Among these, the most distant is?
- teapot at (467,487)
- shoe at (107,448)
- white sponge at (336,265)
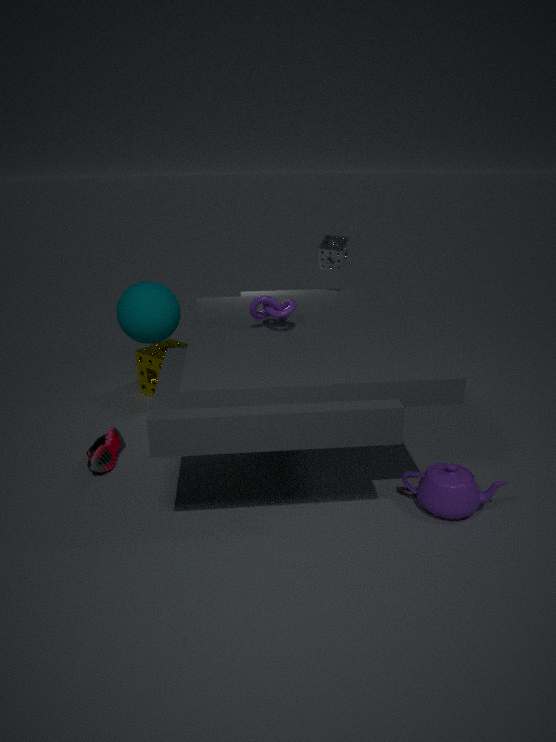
white sponge at (336,265)
